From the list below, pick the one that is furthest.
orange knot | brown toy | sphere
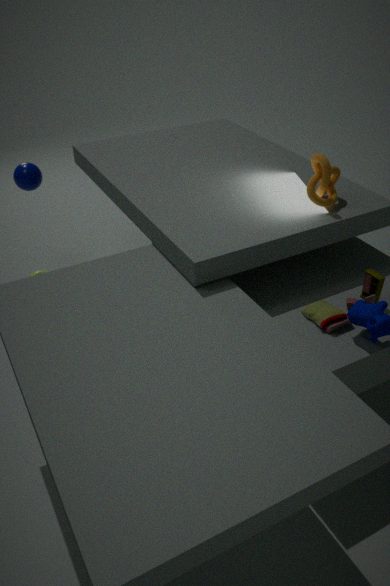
sphere
